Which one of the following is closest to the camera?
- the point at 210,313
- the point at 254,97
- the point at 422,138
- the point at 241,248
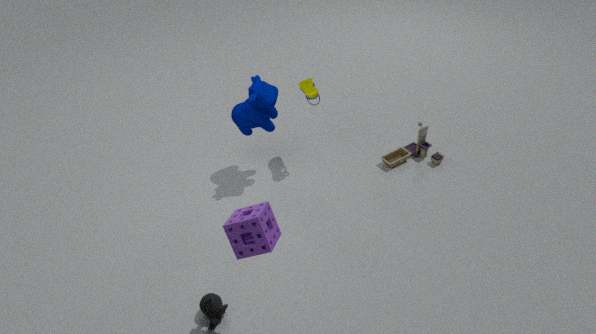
the point at 241,248
